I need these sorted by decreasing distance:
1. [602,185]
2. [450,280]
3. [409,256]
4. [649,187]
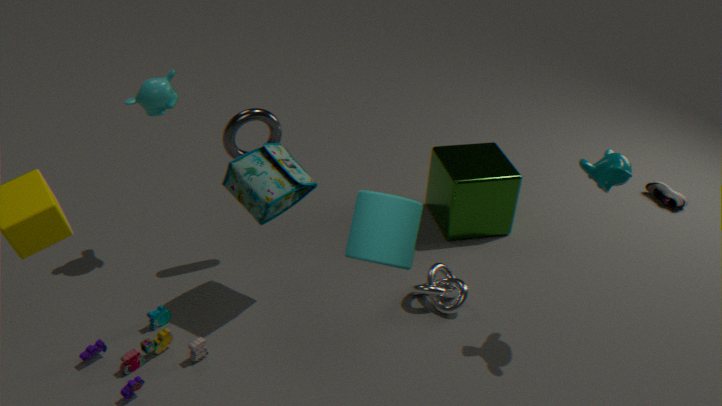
1. [649,187]
2. [450,280]
3. [602,185]
4. [409,256]
